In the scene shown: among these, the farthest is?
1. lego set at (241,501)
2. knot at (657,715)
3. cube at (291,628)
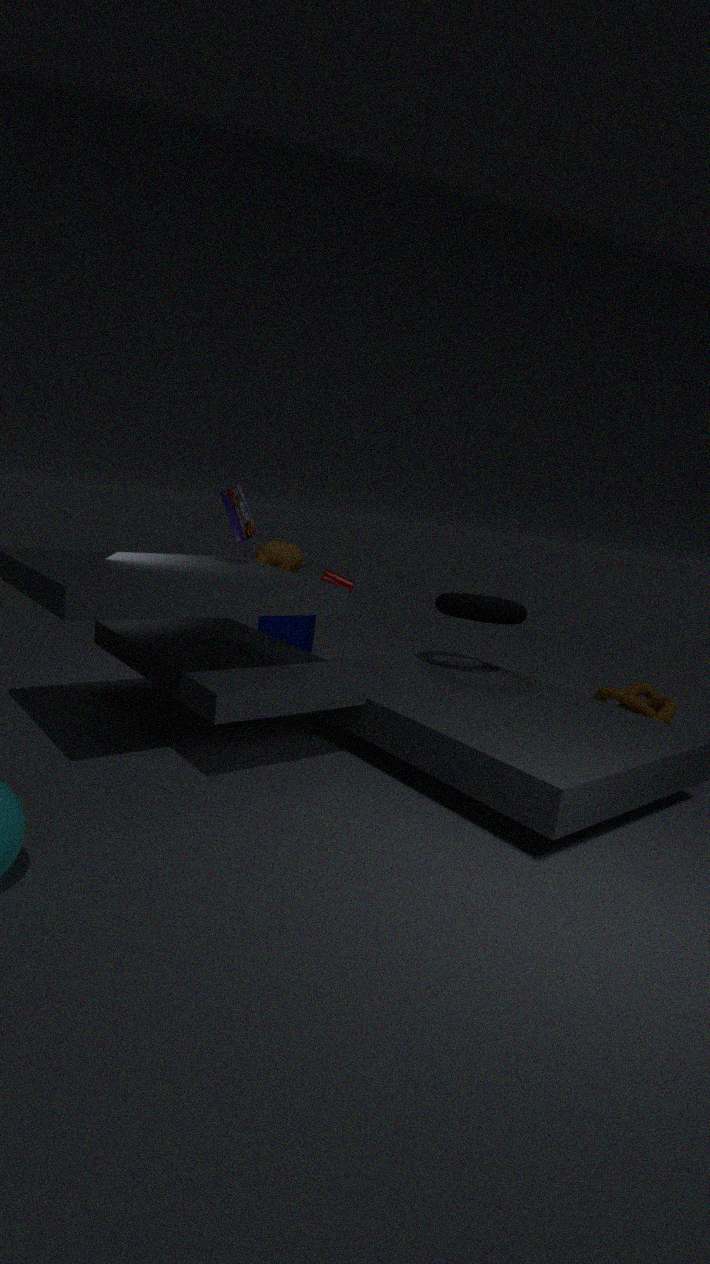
cube at (291,628)
